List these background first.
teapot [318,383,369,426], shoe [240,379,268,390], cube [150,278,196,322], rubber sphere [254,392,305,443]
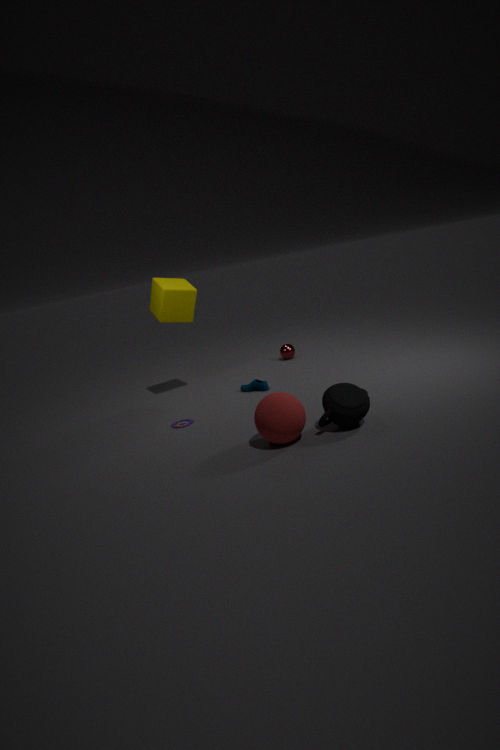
cube [150,278,196,322]
shoe [240,379,268,390]
teapot [318,383,369,426]
rubber sphere [254,392,305,443]
